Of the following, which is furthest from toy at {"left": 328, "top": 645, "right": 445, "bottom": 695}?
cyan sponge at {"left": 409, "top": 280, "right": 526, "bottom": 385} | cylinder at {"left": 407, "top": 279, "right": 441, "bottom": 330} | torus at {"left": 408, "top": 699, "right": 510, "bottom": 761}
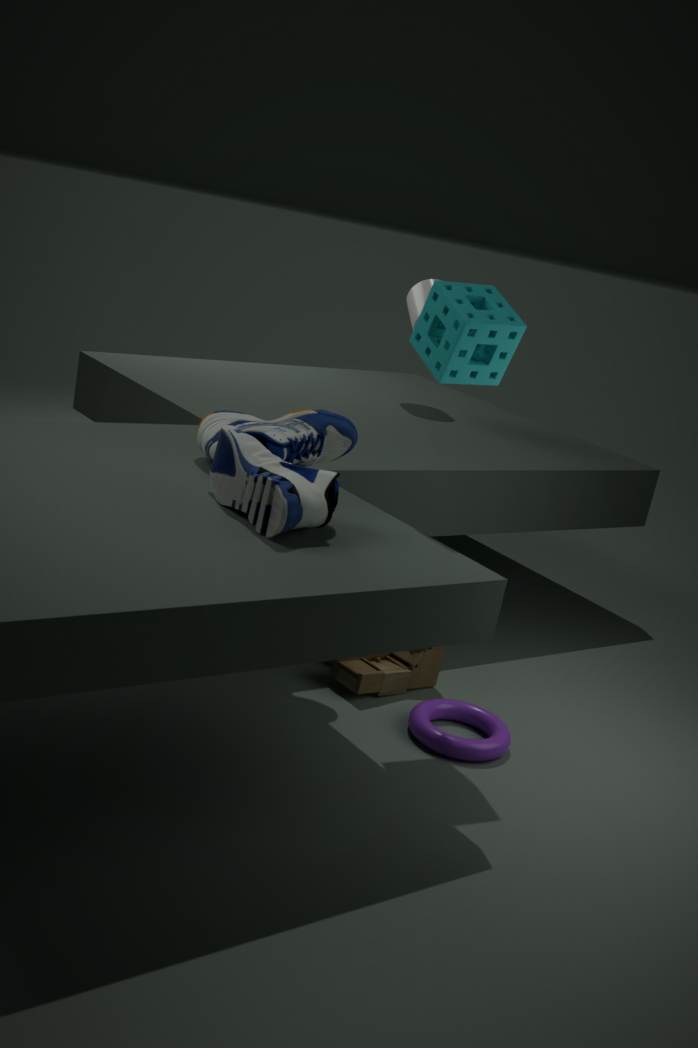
cylinder at {"left": 407, "top": 279, "right": 441, "bottom": 330}
